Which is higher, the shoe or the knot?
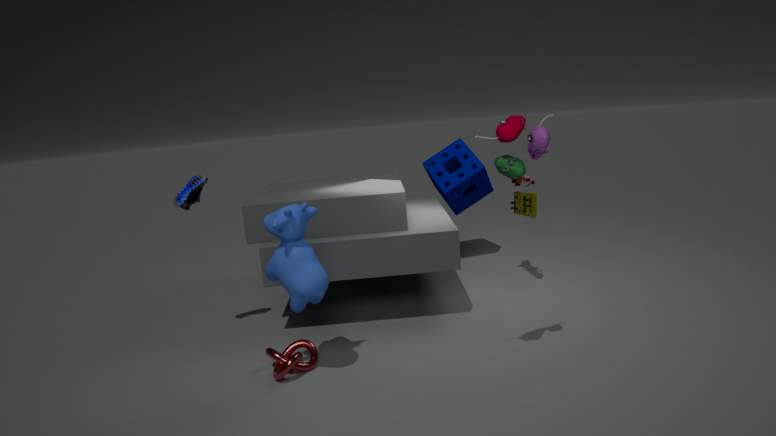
the shoe
